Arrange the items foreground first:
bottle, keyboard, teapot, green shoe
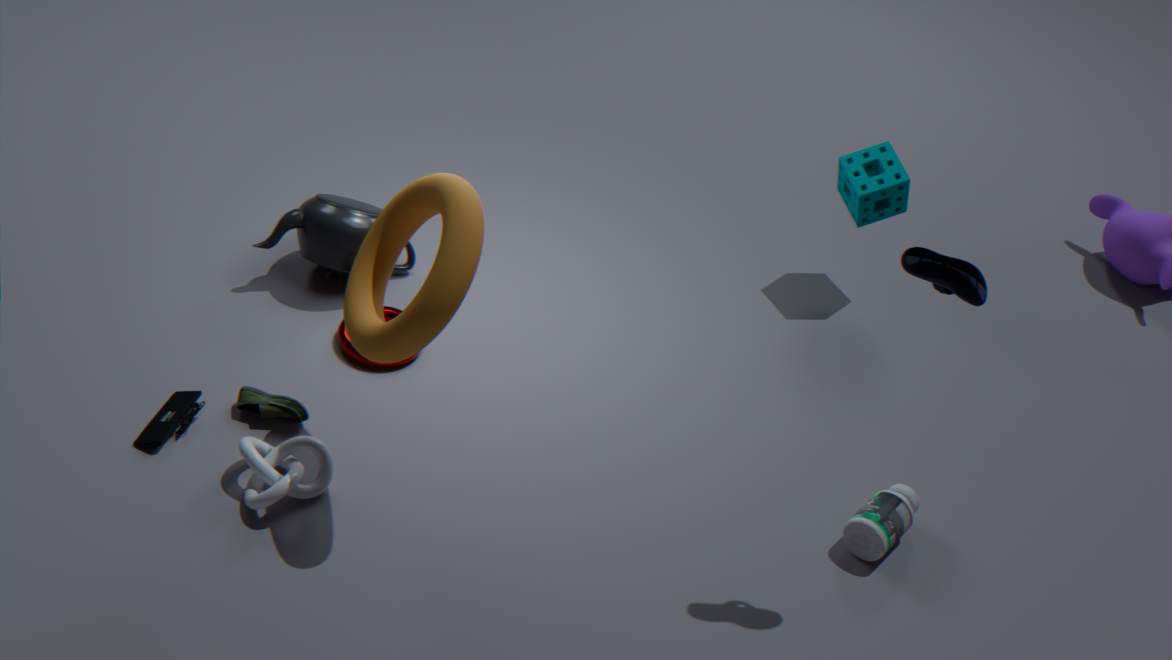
1. keyboard
2. bottle
3. green shoe
4. teapot
